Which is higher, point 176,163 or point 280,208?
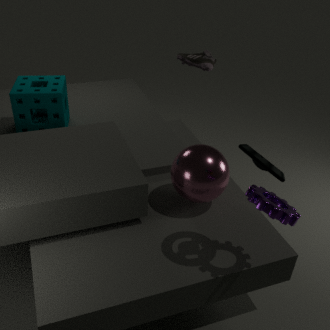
point 280,208
